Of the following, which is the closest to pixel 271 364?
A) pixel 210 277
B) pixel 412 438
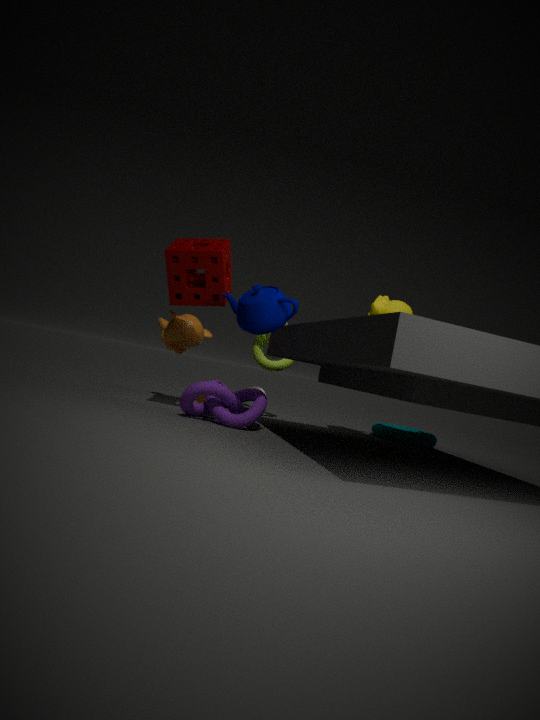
pixel 210 277
